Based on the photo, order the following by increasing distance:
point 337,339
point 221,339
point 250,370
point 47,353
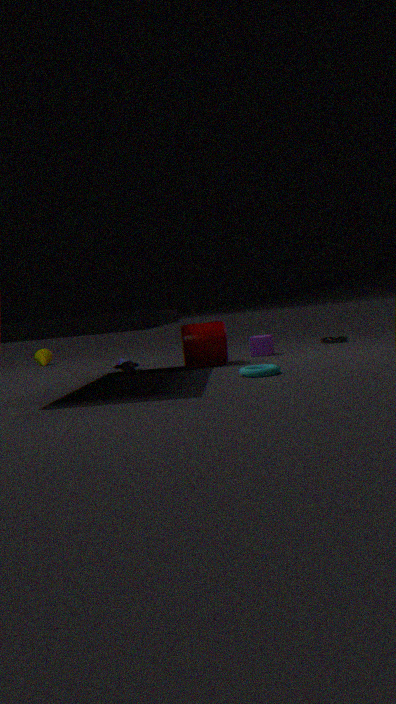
point 250,370, point 221,339, point 337,339, point 47,353
